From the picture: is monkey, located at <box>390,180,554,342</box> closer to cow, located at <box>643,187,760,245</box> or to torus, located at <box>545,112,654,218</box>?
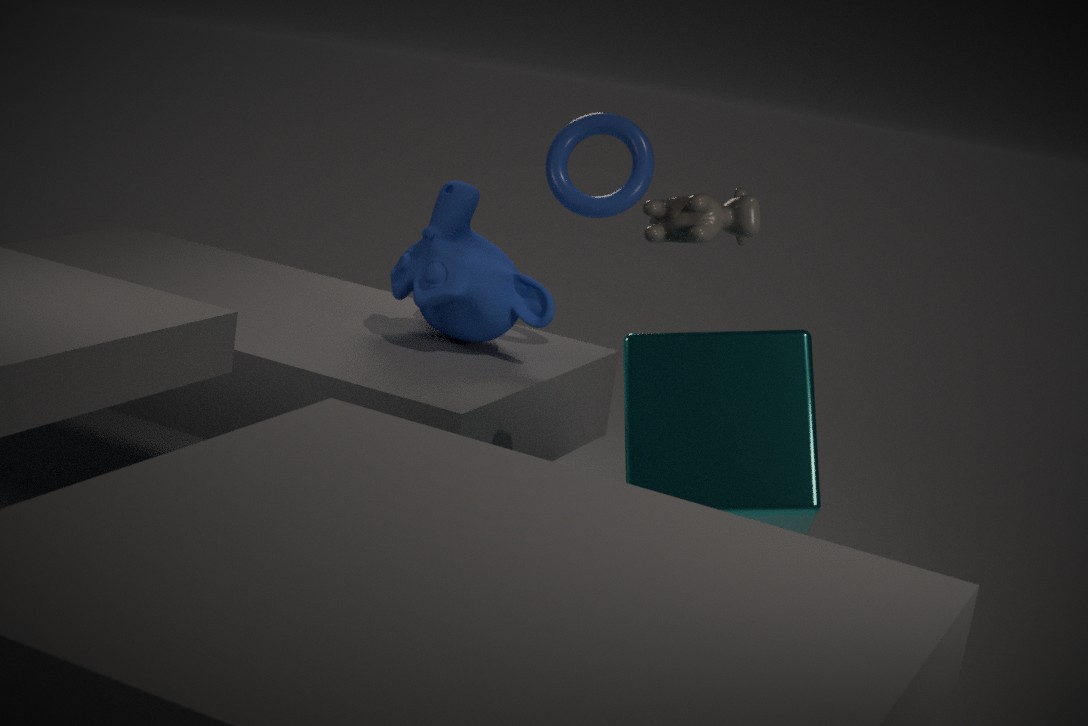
torus, located at <box>545,112,654,218</box>
